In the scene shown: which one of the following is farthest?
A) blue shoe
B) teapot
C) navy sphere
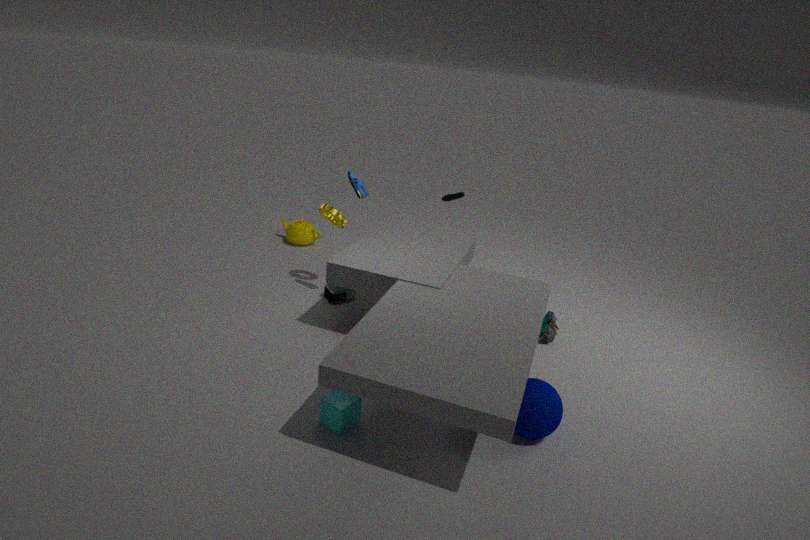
teapot
